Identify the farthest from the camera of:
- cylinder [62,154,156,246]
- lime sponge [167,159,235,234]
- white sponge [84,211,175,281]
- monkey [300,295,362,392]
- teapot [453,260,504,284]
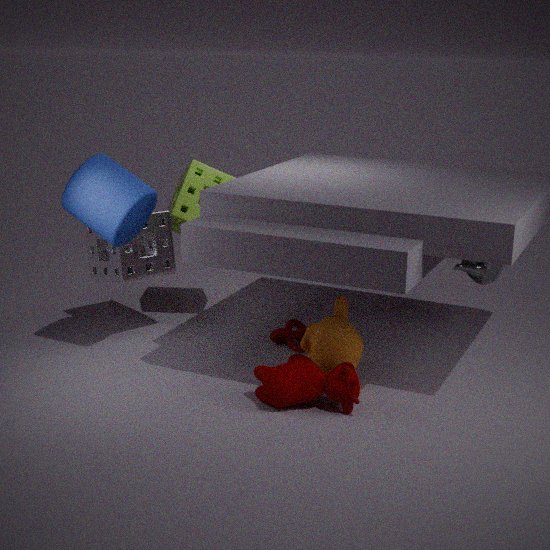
lime sponge [167,159,235,234]
